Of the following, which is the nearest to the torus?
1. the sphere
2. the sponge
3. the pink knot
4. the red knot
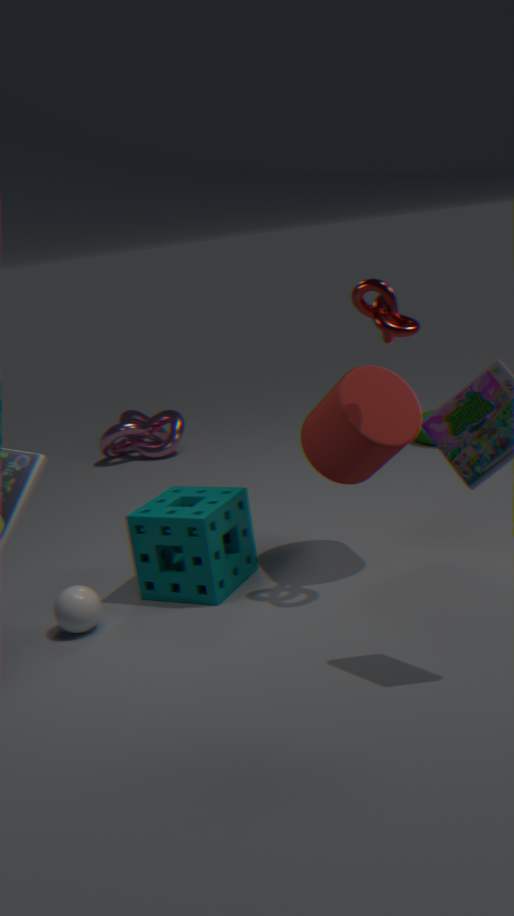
the pink knot
